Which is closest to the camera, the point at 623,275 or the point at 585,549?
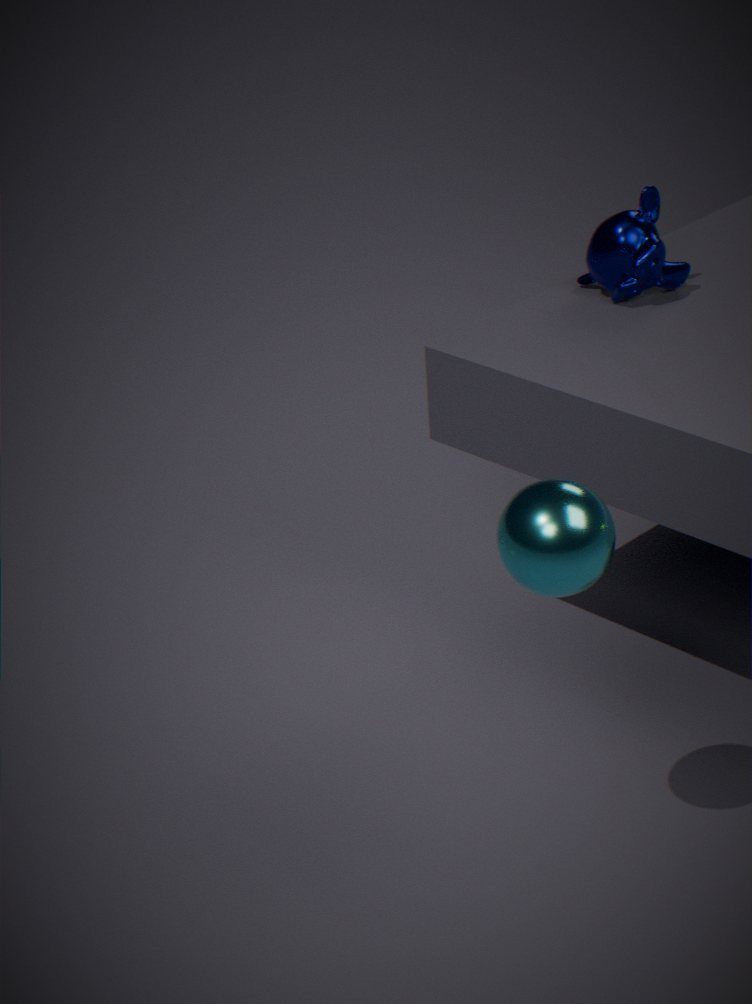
the point at 585,549
